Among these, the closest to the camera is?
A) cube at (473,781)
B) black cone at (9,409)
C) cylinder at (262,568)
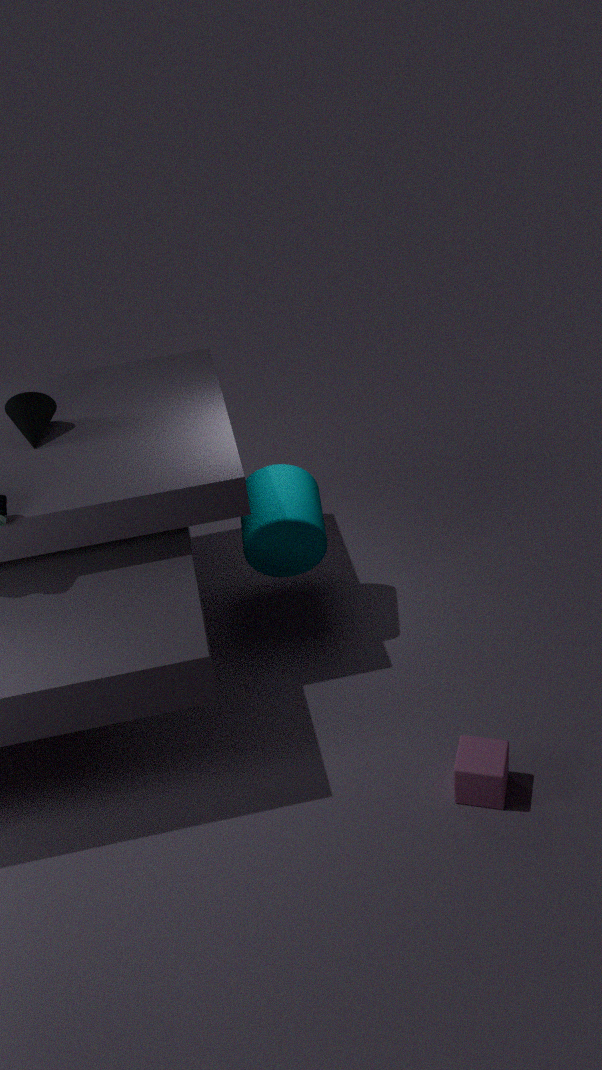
cube at (473,781)
